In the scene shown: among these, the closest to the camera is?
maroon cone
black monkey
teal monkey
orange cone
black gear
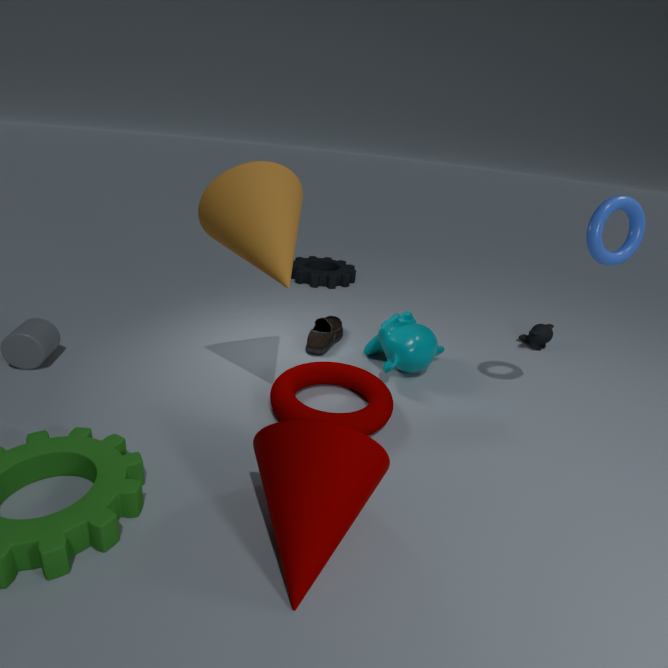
maroon cone
